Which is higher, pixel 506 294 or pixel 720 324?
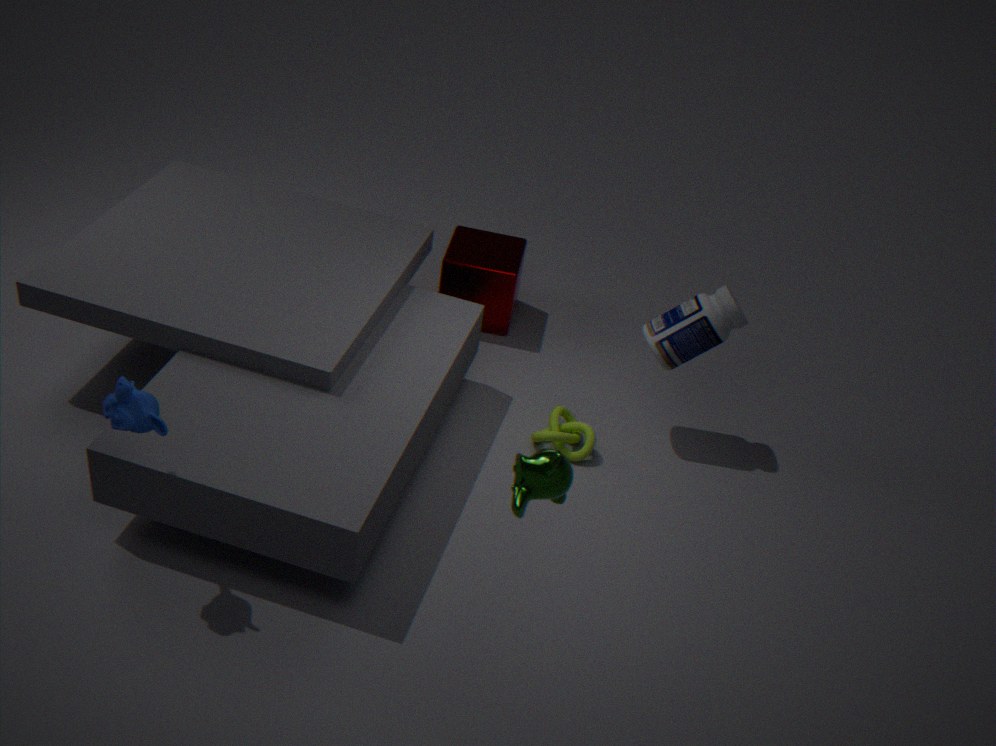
pixel 720 324
